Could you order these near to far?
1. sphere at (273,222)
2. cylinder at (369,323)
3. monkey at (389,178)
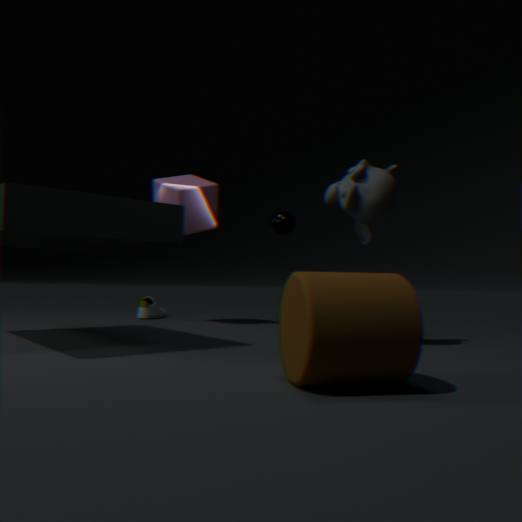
1. cylinder at (369,323)
2. monkey at (389,178)
3. sphere at (273,222)
